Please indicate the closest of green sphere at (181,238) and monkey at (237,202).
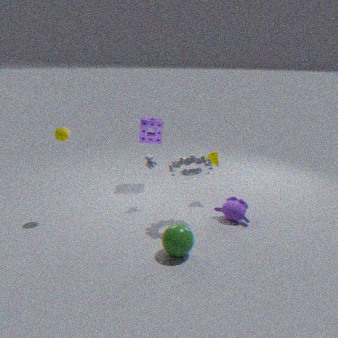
green sphere at (181,238)
